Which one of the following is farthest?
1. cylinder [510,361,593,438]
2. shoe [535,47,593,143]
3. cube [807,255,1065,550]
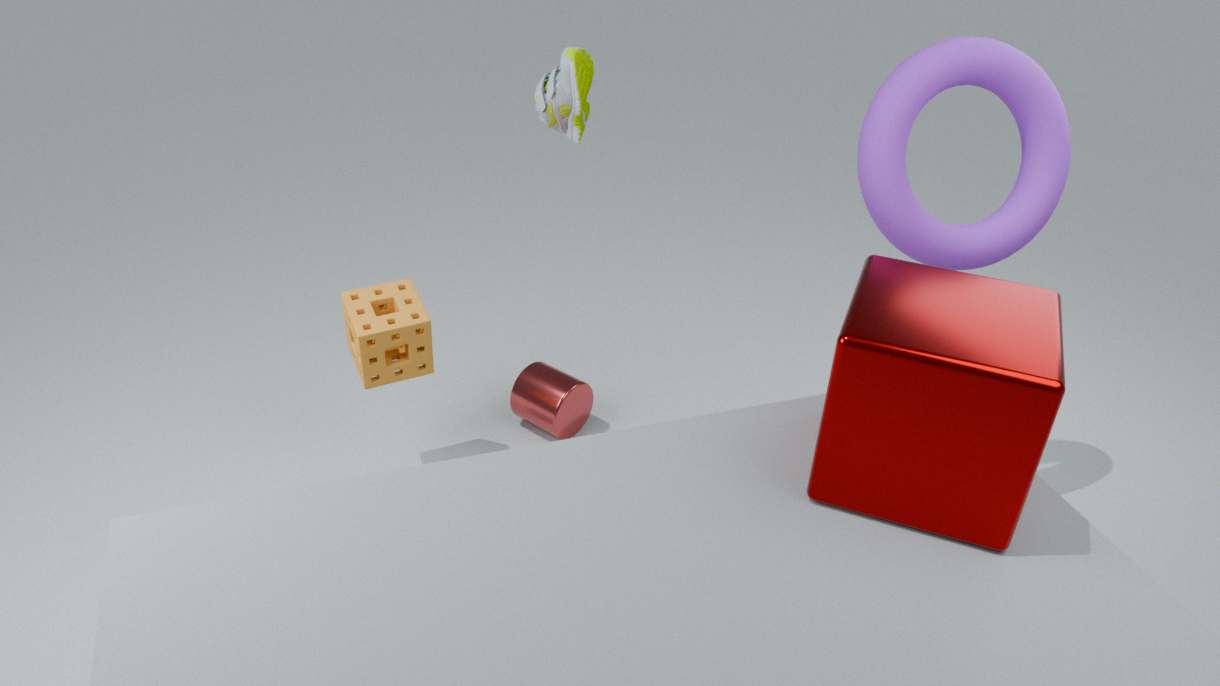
cylinder [510,361,593,438]
